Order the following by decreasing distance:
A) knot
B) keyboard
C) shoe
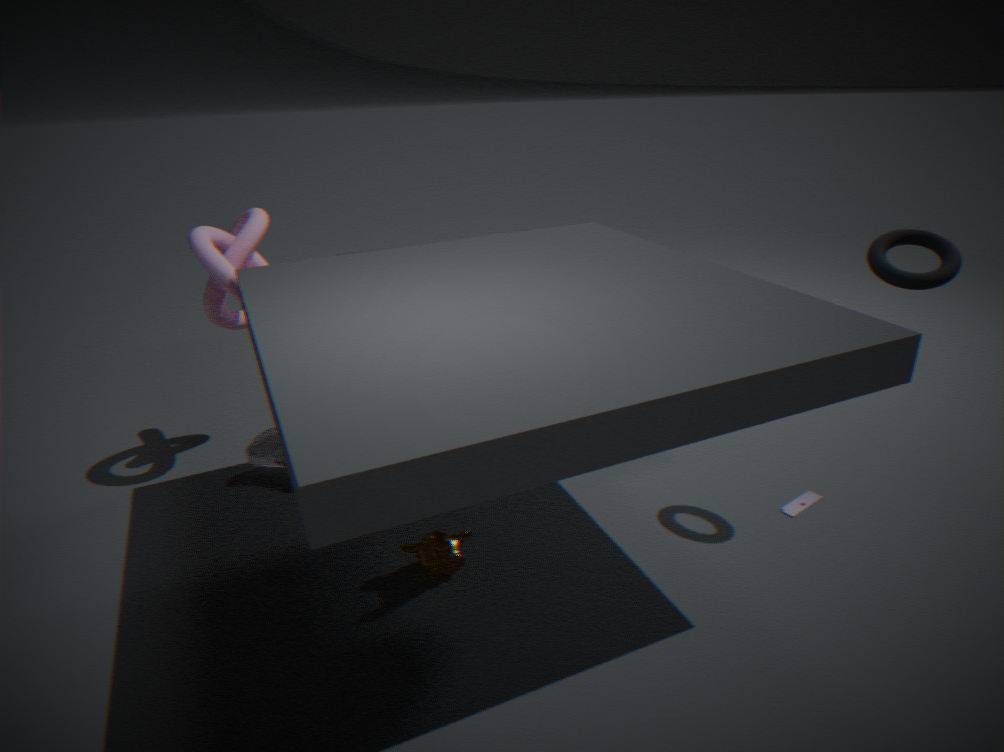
shoe, knot, keyboard
